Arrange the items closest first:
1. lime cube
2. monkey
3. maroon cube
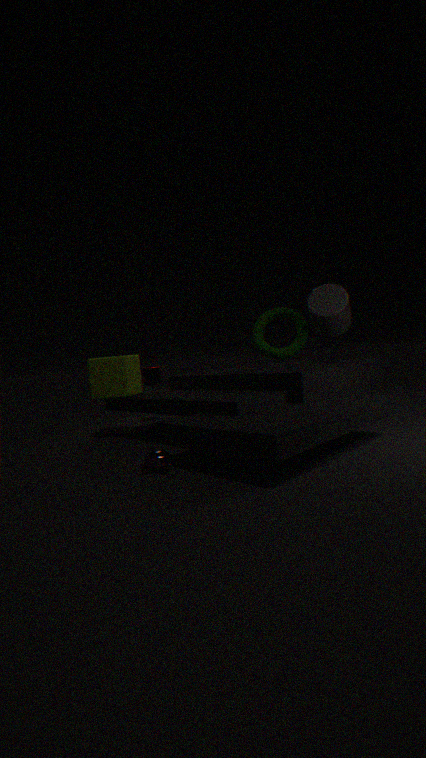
1. monkey
2. lime cube
3. maroon cube
